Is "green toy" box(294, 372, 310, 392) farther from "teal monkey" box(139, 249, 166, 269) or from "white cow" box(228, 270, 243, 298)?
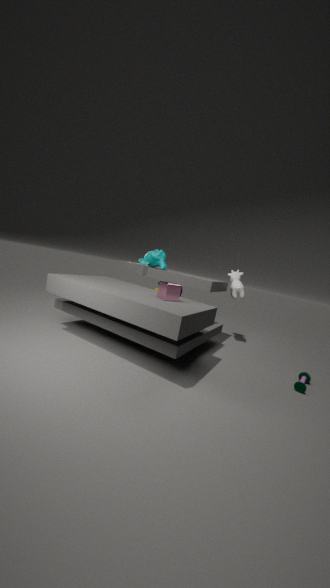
"teal monkey" box(139, 249, 166, 269)
